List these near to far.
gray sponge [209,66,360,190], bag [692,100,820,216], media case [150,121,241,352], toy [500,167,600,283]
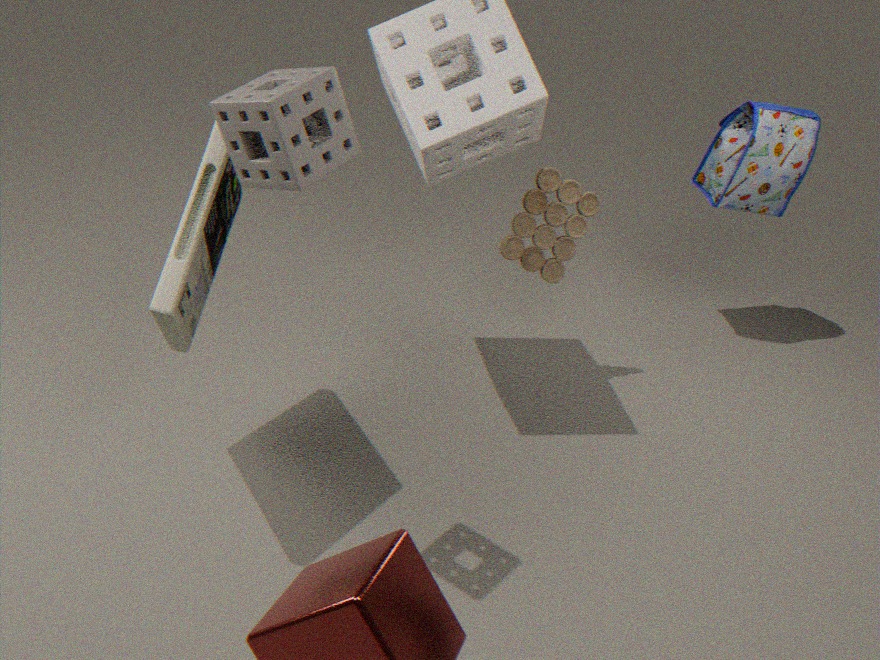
gray sponge [209,66,360,190] → media case [150,121,241,352] → toy [500,167,600,283] → bag [692,100,820,216]
